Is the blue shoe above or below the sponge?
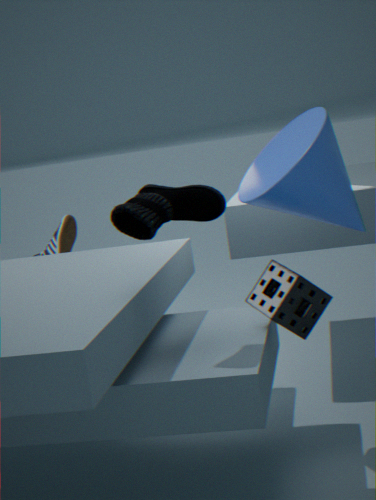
above
